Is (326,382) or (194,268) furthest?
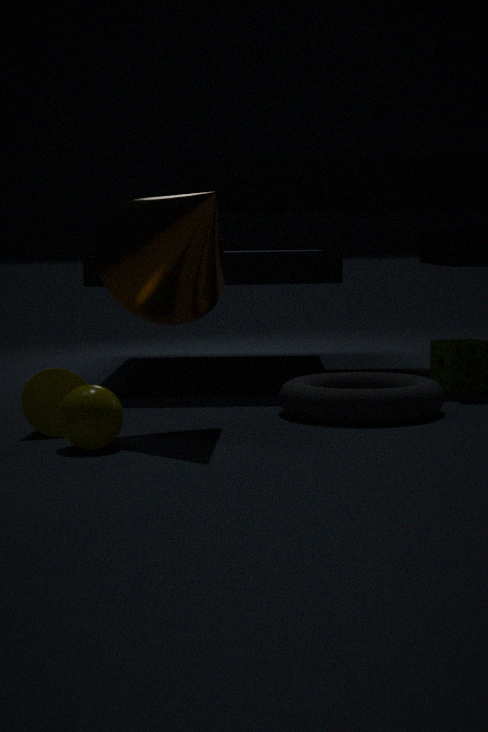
(326,382)
